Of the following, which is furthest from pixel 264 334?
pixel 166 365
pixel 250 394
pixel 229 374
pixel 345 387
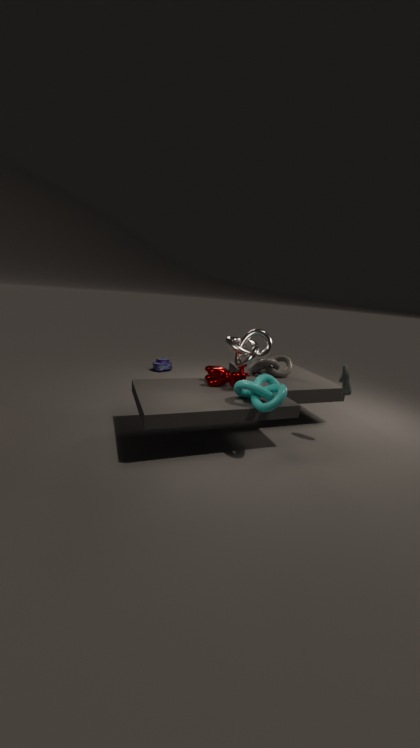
pixel 166 365
